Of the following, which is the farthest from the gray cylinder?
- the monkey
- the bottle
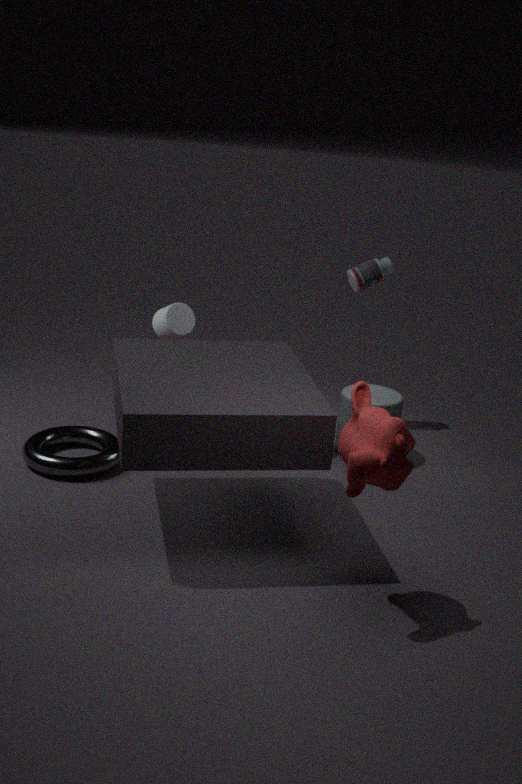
the monkey
